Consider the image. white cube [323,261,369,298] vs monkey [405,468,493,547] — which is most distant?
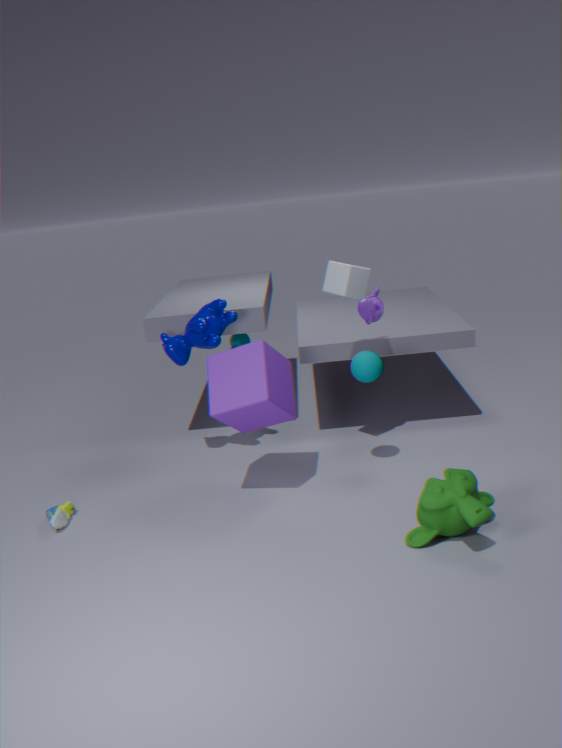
white cube [323,261,369,298]
